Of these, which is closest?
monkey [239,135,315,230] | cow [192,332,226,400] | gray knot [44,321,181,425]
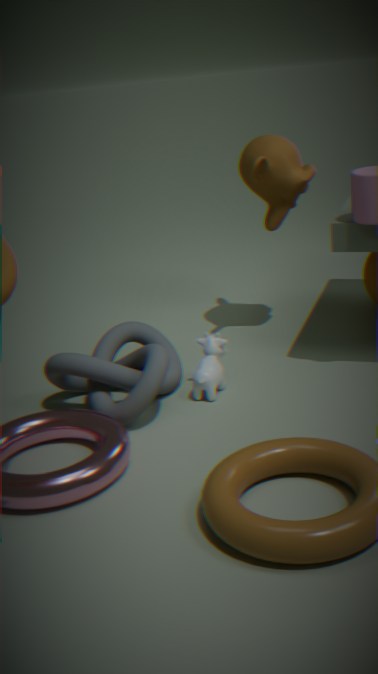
gray knot [44,321,181,425]
